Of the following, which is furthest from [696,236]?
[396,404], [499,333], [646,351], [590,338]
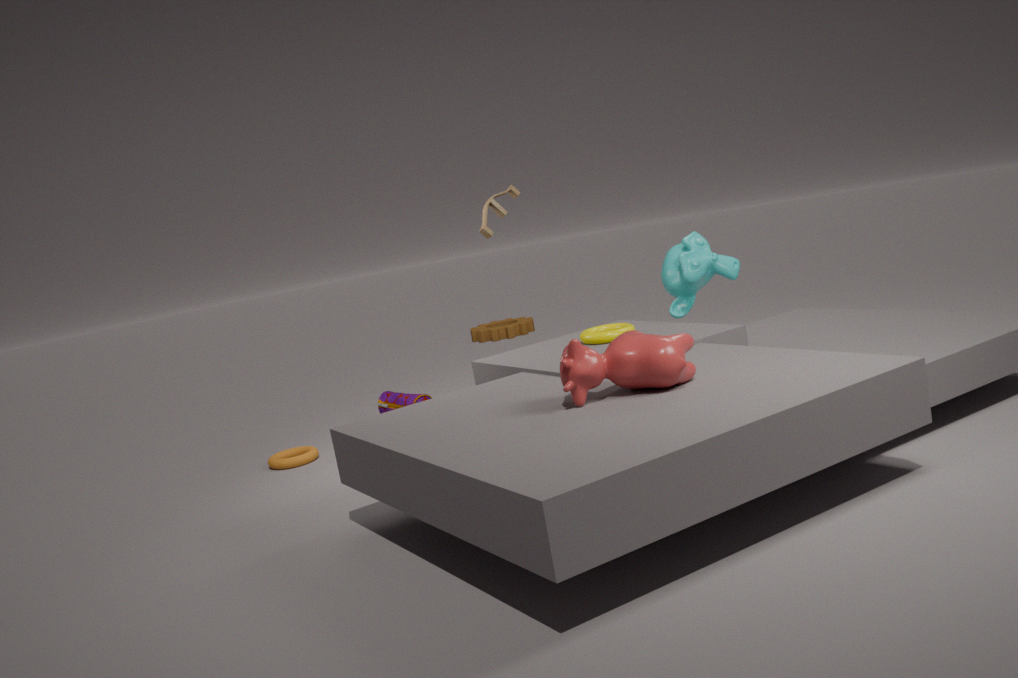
[499,333]
